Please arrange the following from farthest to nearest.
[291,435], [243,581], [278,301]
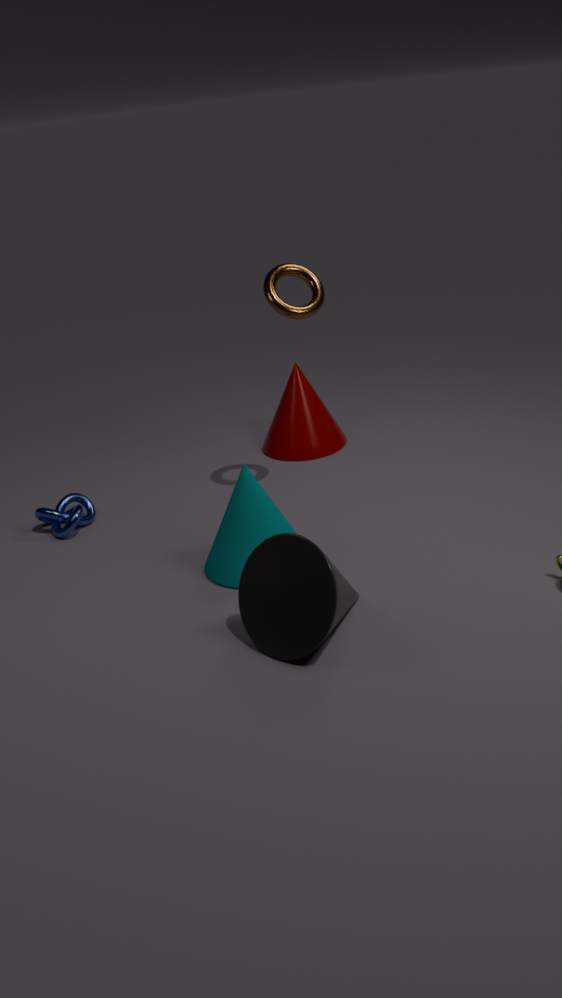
[291,435], [278,301], [243,581]
